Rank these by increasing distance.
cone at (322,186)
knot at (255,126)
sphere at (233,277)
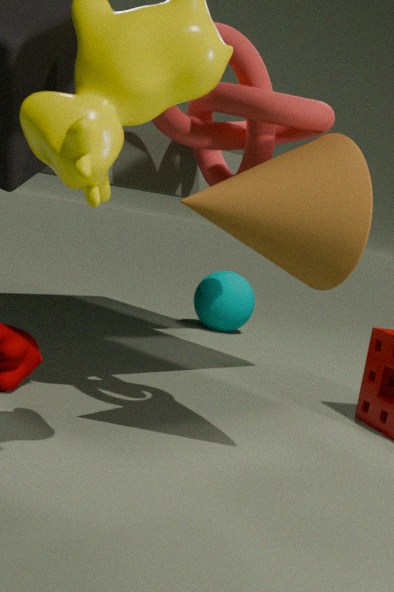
cone at (322,186) < knot at (255,126) < sphere at (233,277)
